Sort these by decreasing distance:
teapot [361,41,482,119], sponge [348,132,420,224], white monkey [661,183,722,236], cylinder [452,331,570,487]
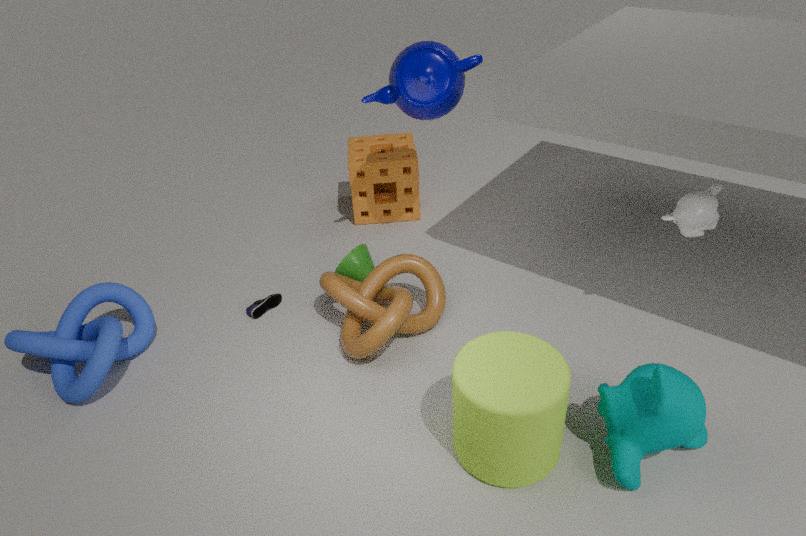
sponge [348,132,420,224]
teapot [361,41,482,119]
white monkey [661,183,722,236]
cylinder [452,331,570,487]
